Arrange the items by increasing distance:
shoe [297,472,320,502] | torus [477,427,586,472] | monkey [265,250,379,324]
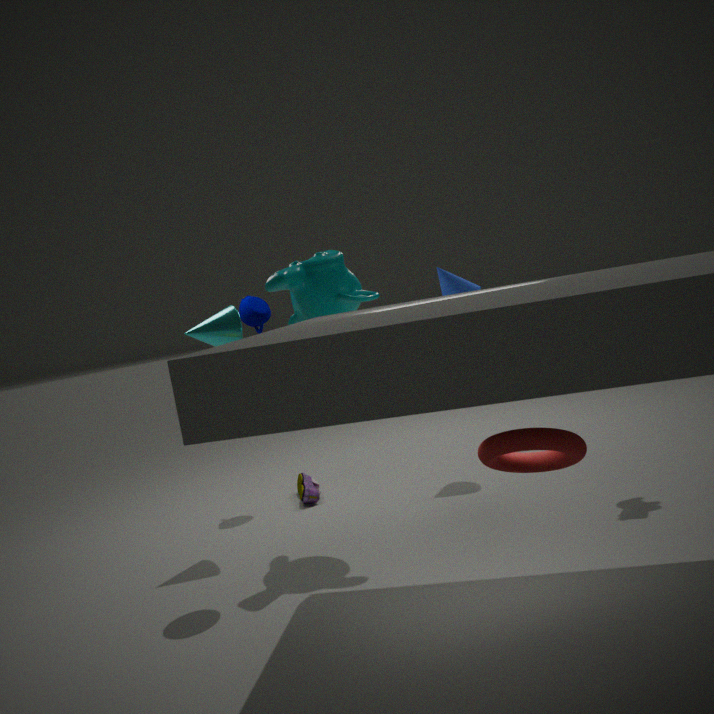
torus [477,427,586,472] → monkey [265,250,379,324] → shoe [297,472,320,502]
